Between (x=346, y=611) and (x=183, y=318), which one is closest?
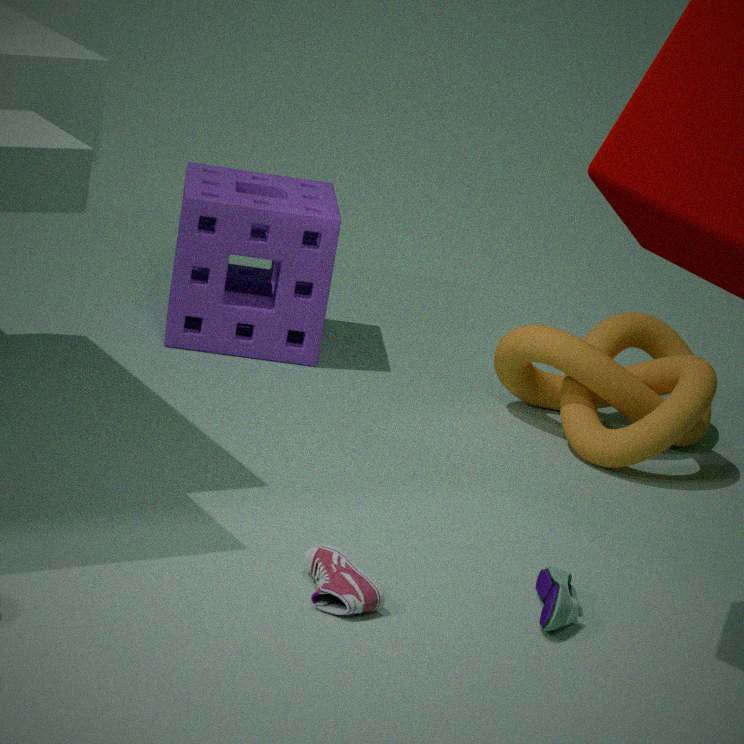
(x=346, y=611)
